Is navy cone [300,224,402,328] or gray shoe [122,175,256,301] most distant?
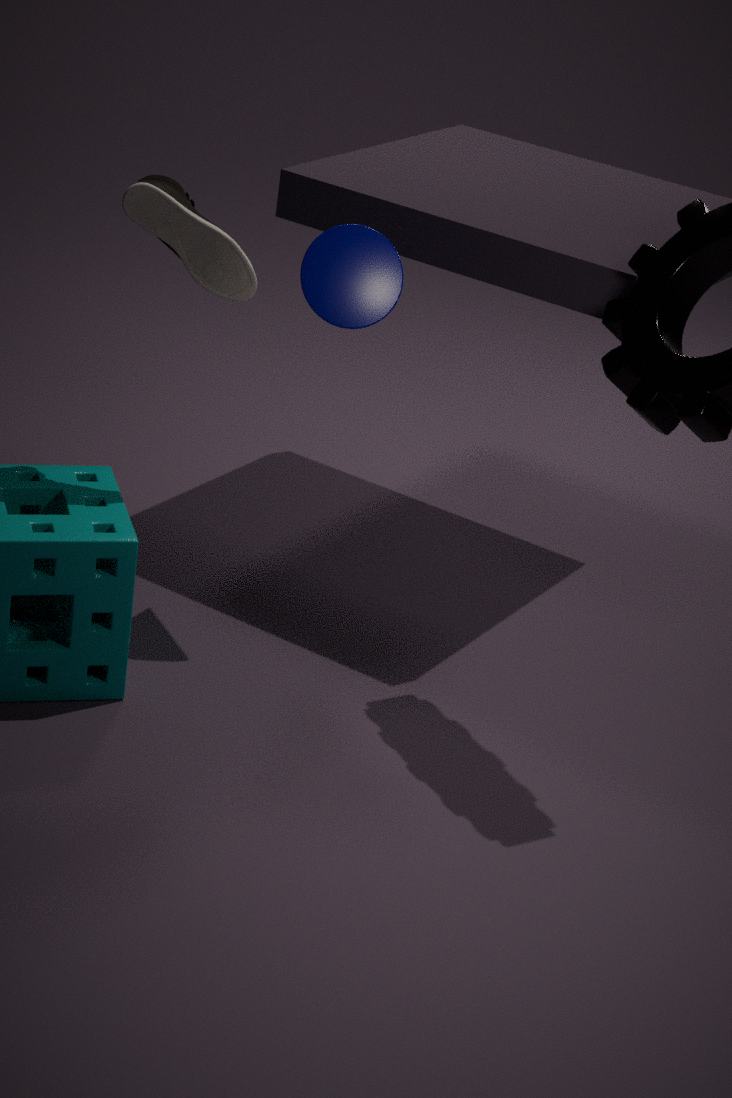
navy cone [300,224,402,328]
